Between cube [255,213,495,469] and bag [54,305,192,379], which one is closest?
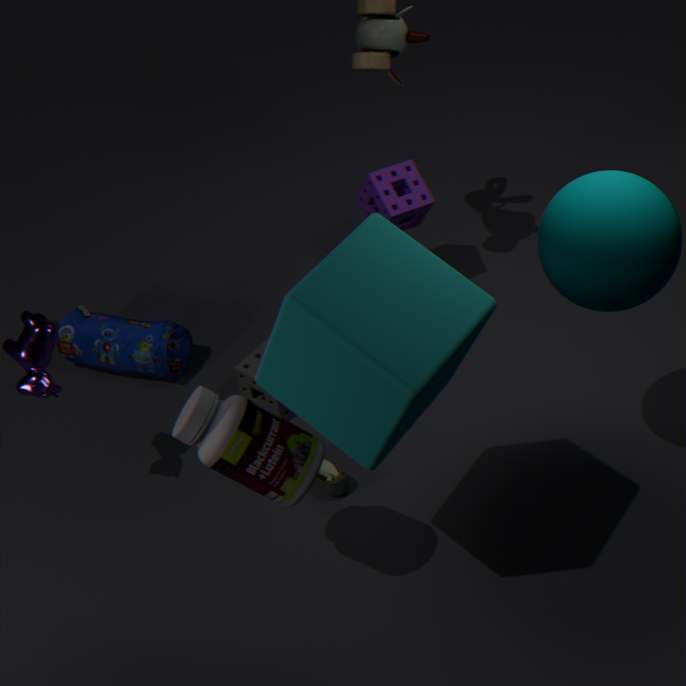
cube [255,213,495,469]
